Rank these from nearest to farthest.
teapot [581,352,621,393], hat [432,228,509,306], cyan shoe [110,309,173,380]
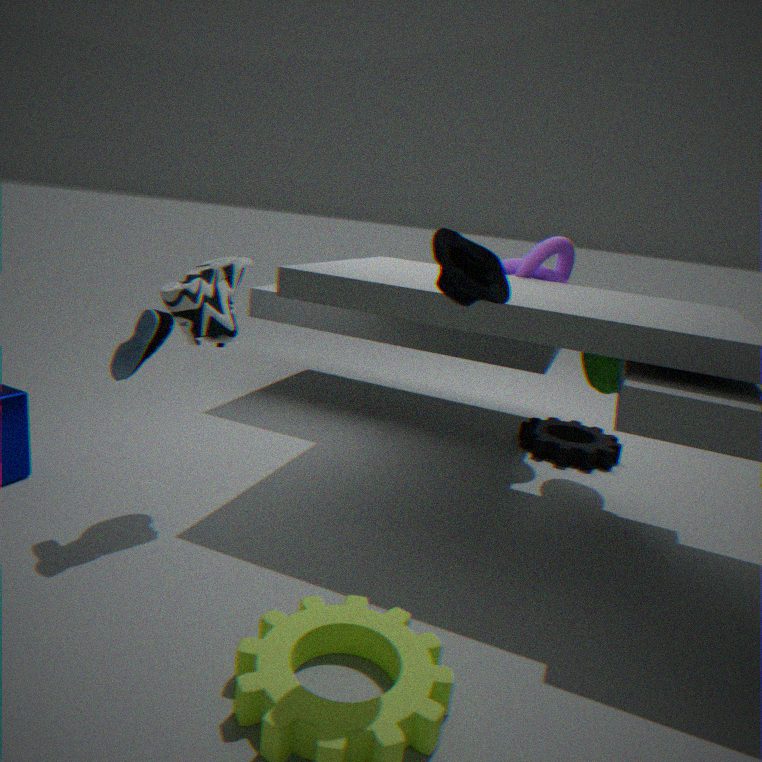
hat [432,228,509,306]
cyan shoe [110,309,173,380]
teapot [581,352,621,393]
